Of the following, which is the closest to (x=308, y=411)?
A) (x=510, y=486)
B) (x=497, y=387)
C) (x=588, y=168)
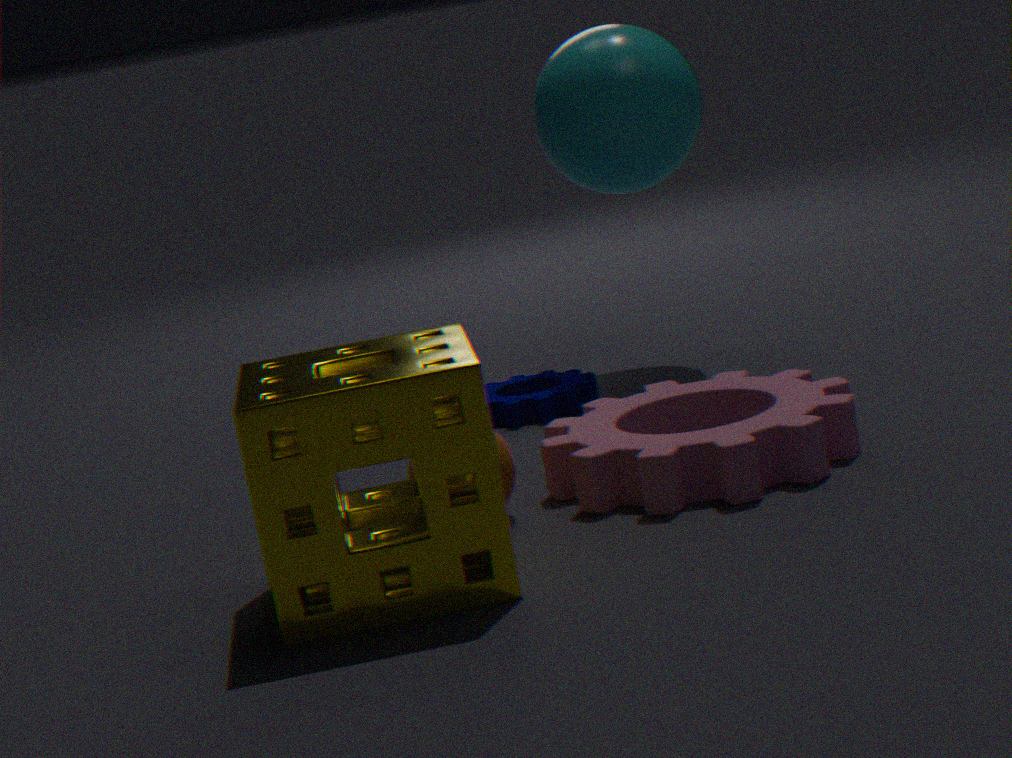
(x=510, y=486)
